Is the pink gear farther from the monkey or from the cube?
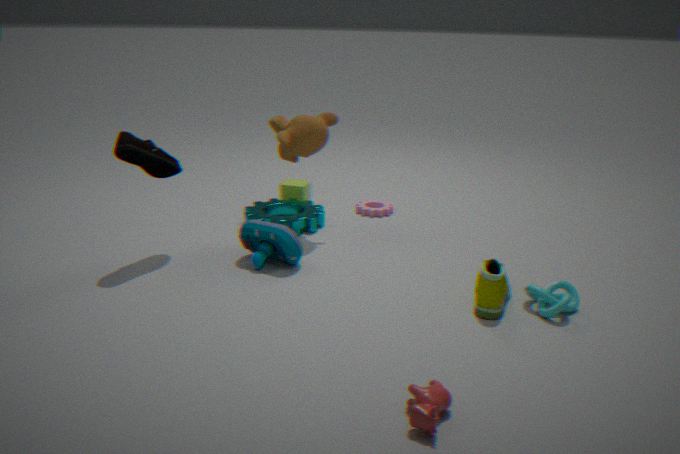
the monkey
